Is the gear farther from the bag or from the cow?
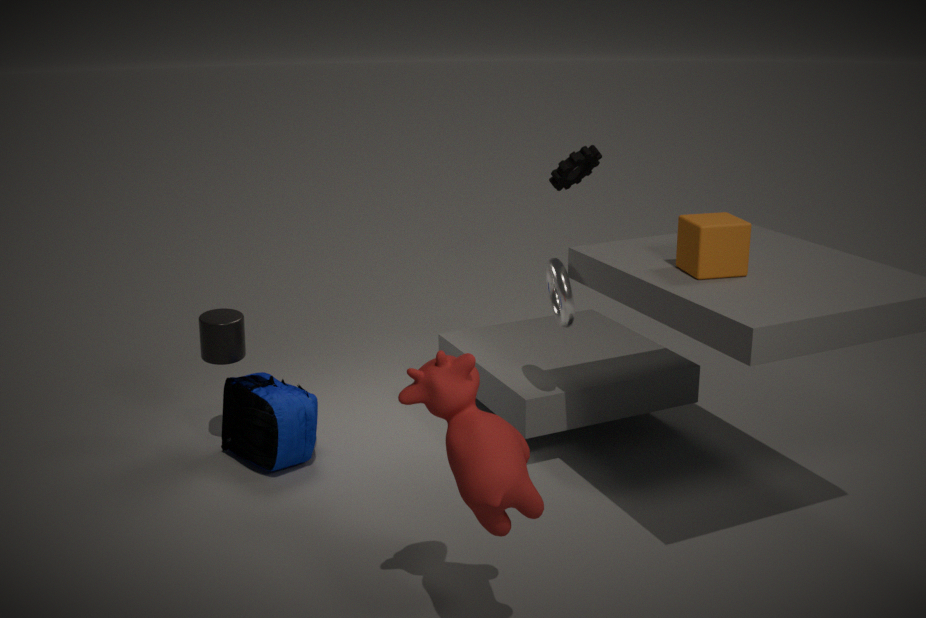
the cow
